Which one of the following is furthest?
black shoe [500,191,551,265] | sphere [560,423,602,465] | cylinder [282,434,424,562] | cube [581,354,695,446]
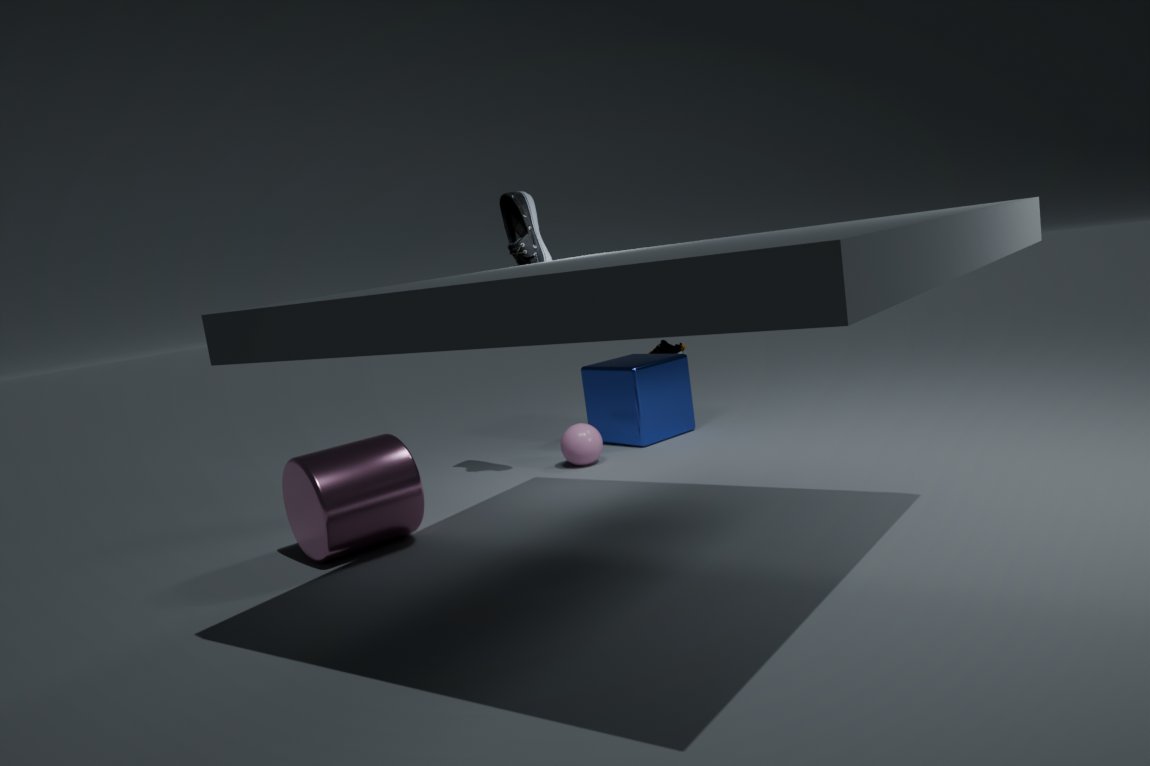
cube [581,354,695,446]
